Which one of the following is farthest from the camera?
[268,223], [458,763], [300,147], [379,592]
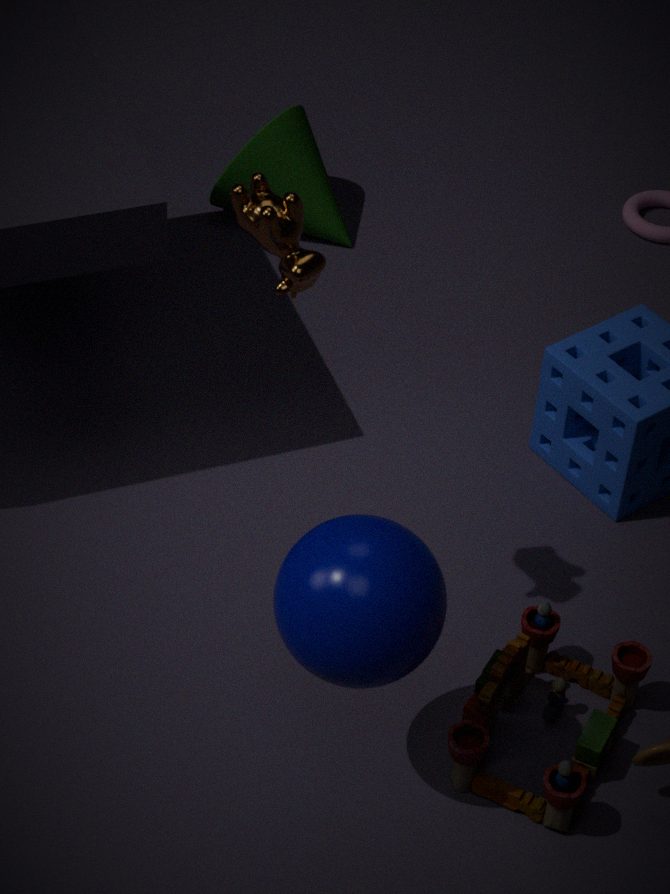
[300,147]
